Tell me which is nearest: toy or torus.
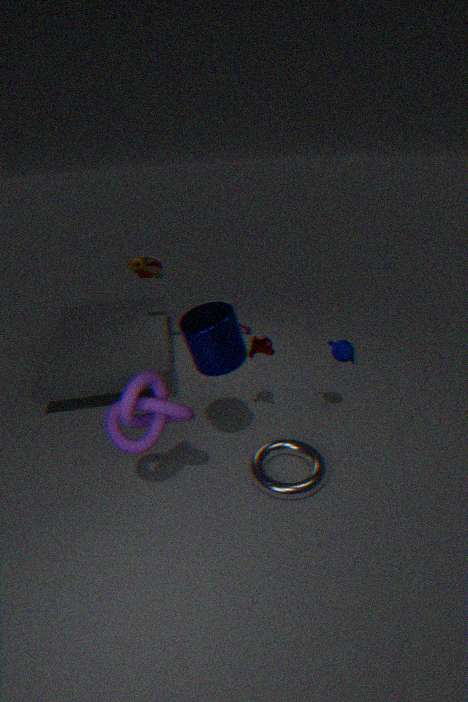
torus
